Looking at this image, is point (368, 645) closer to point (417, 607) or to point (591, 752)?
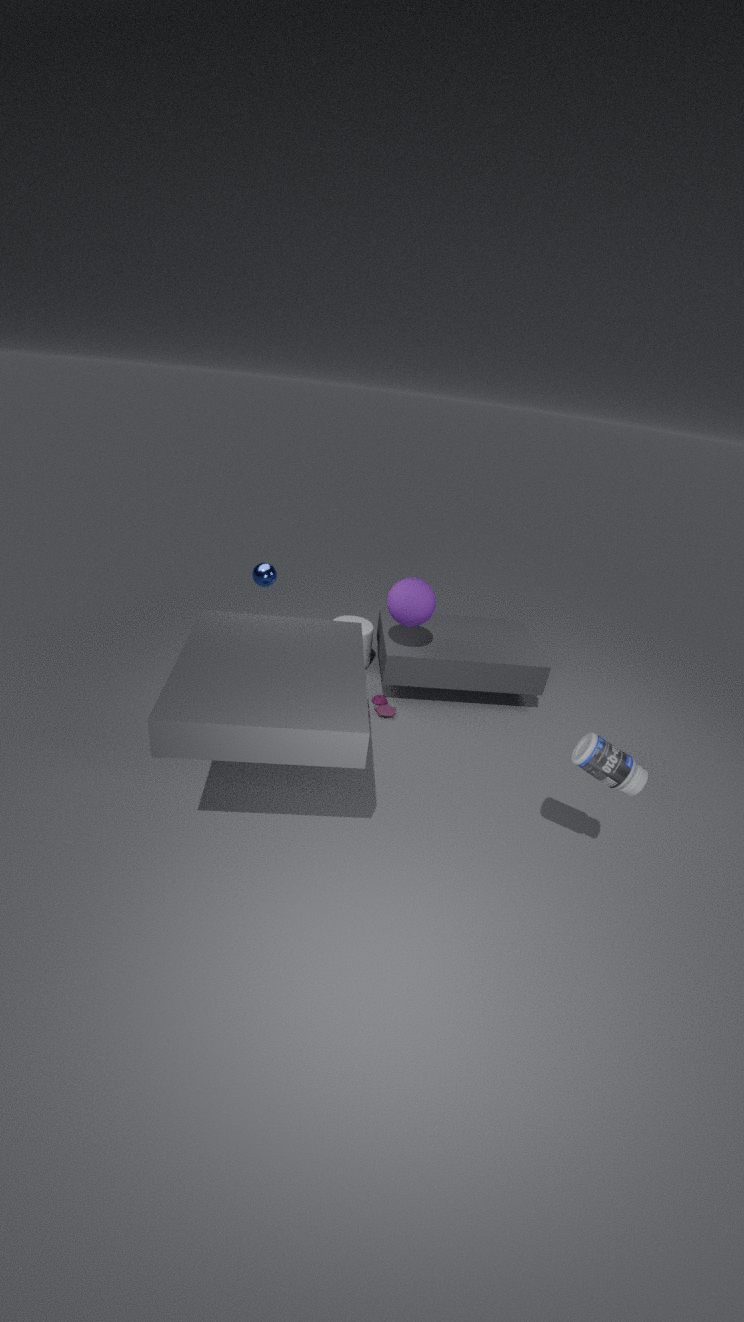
point (417, 607)
